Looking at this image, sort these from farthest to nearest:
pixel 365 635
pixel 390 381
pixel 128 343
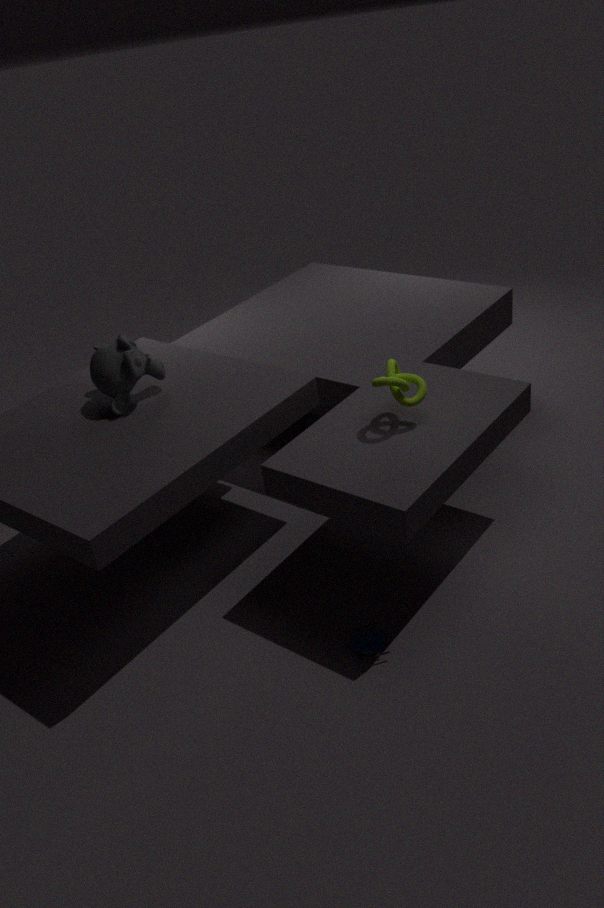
pixel 128 343
pixel 390 381
pixel 365 635
